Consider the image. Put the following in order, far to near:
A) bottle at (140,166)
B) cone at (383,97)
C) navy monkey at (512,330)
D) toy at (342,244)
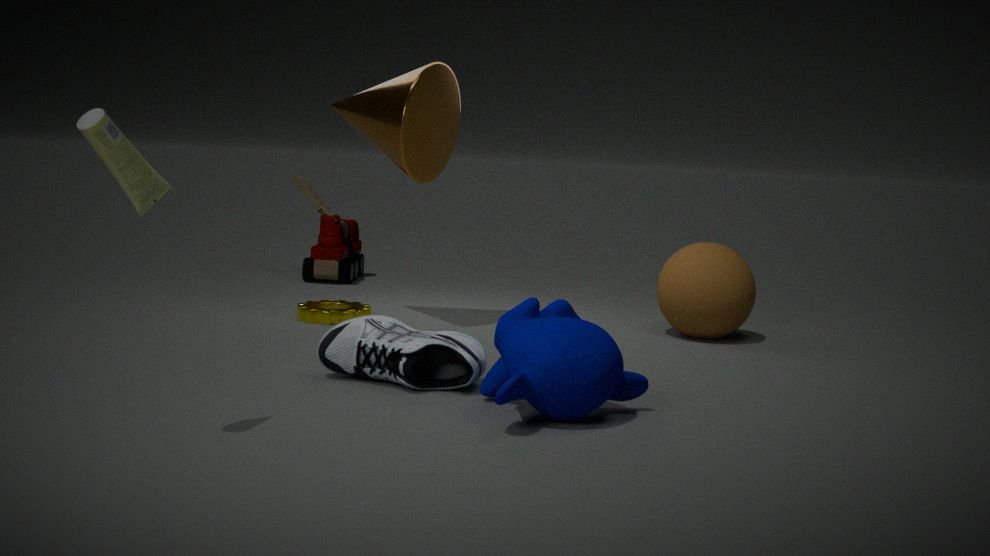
toy at (342,244), cone at (383,97), navy monkey at (512,330), bottle at (140,166)
